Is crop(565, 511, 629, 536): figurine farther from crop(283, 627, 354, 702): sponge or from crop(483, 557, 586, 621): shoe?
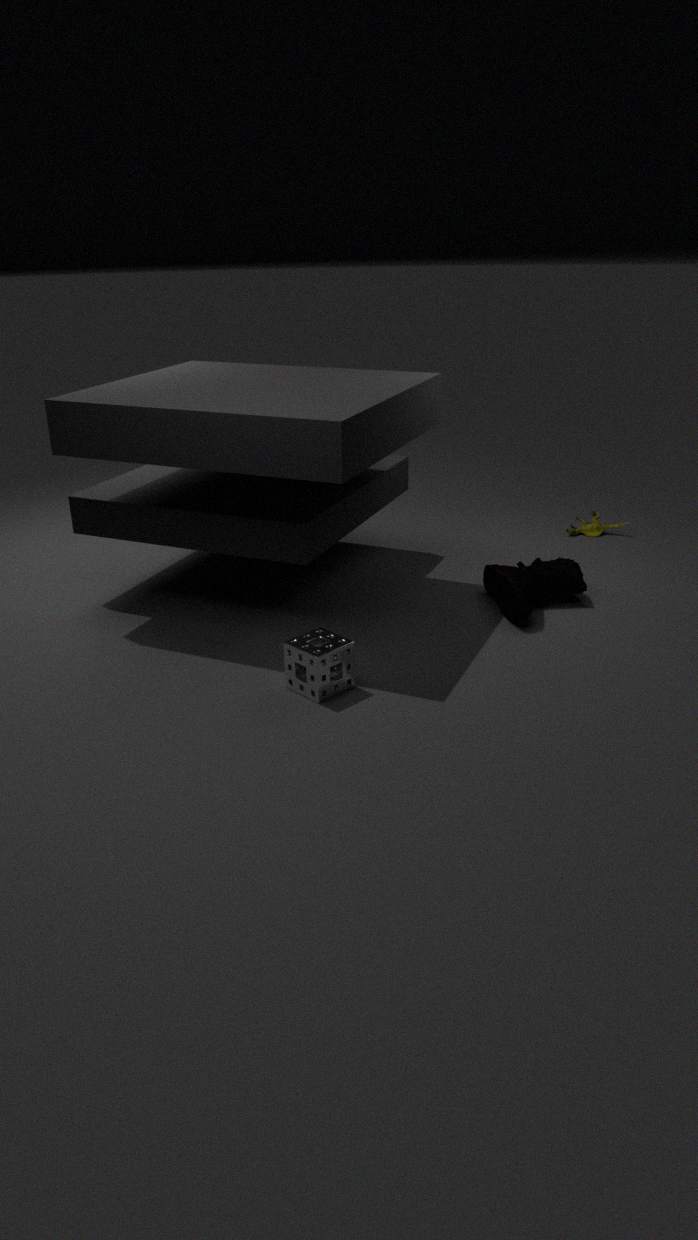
crop(283, 627, 354, 702): sponge
